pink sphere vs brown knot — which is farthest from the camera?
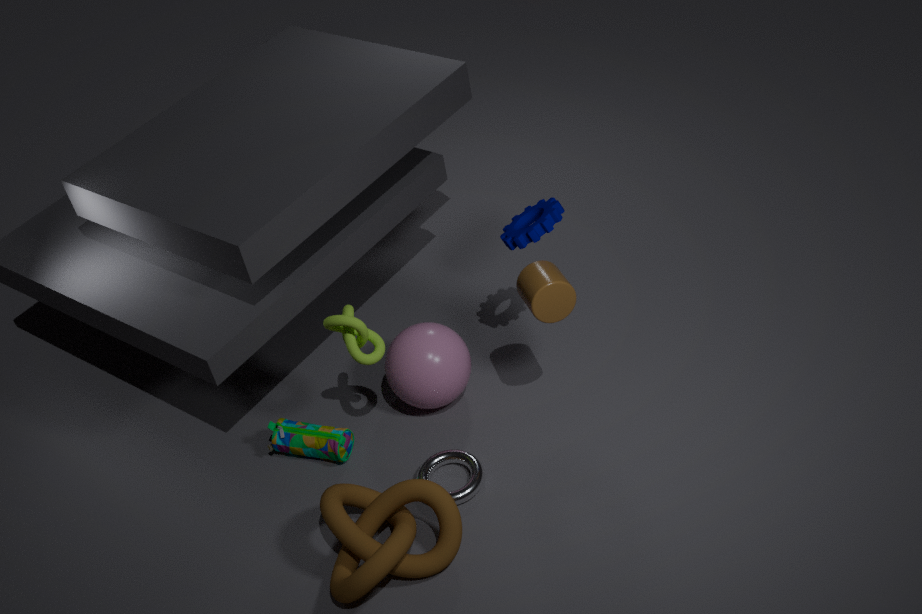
pink sphere
